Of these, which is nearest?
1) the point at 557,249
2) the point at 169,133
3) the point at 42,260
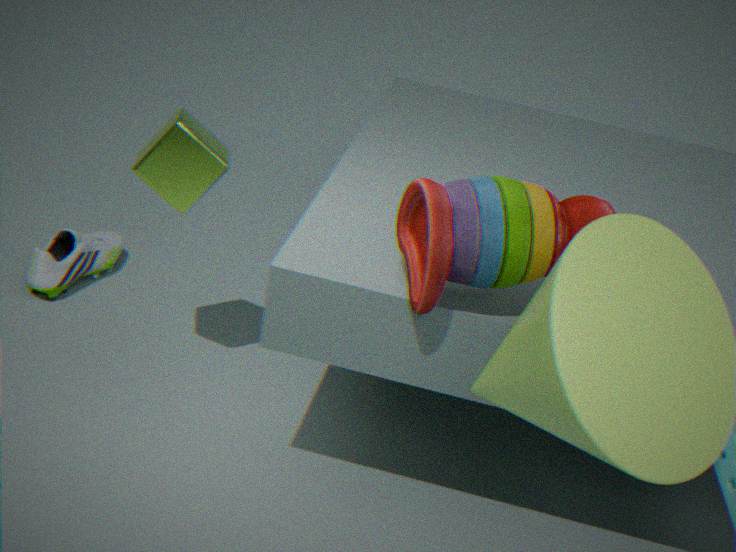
1. the point at 557,249
